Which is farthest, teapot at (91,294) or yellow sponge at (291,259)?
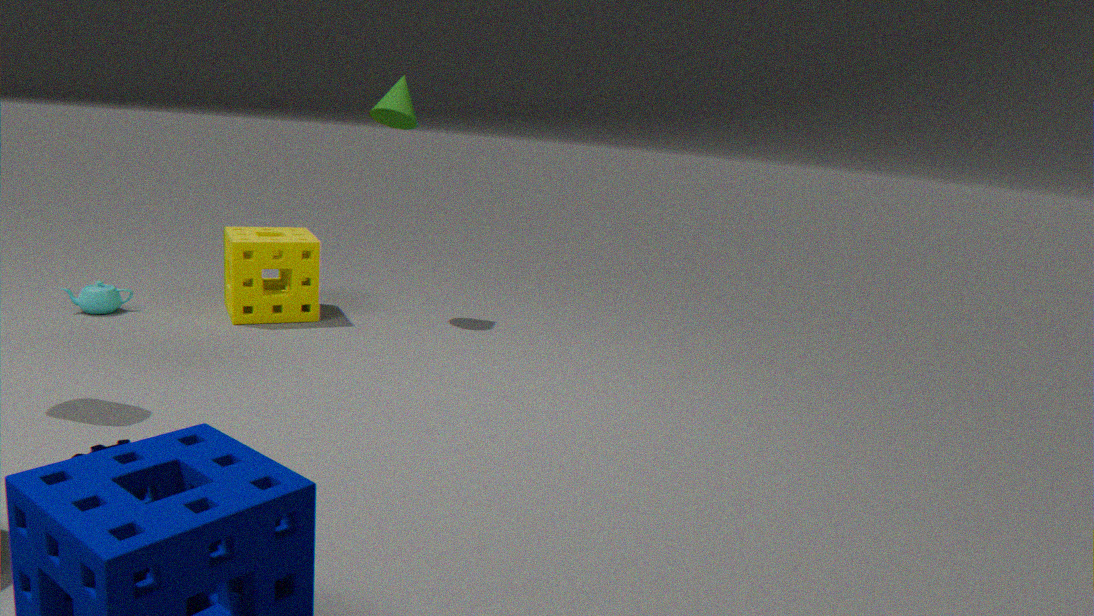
yellow sponge at (291,259)
